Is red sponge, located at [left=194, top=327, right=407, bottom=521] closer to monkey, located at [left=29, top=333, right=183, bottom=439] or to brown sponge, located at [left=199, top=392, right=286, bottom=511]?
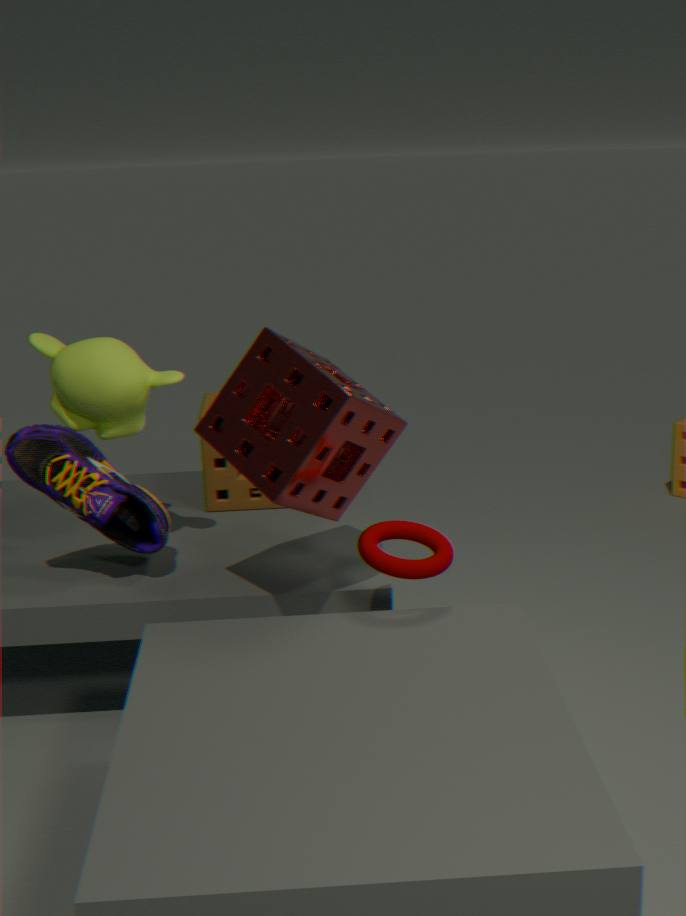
monkey, located at [left=29, top=333, right=183, bottom=439]
